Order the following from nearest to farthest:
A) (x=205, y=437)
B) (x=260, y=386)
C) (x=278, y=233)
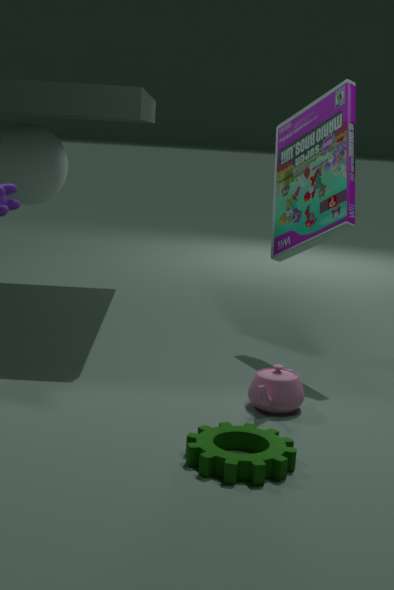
(x=205, y=437), (x=260, y=386), (x=278, y=233)
